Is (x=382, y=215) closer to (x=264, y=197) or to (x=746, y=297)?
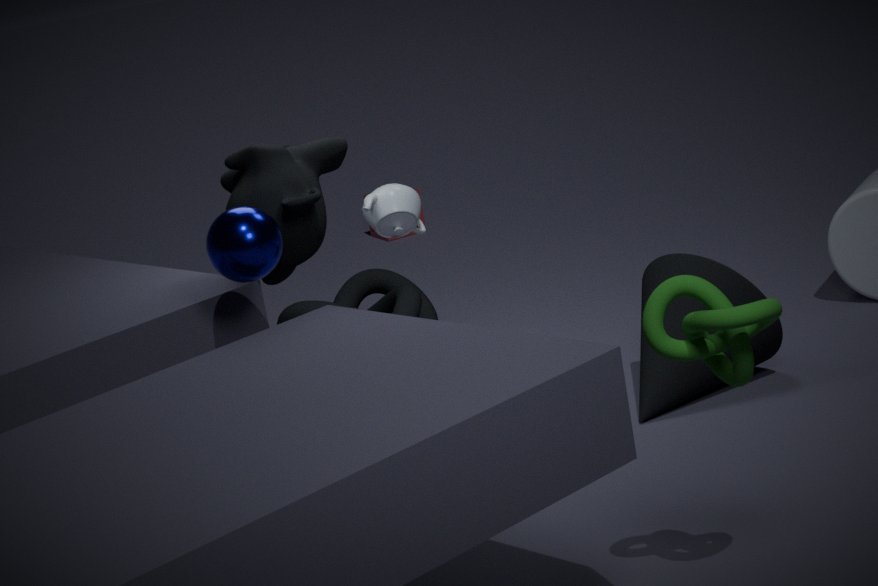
(x=264, y=197)
